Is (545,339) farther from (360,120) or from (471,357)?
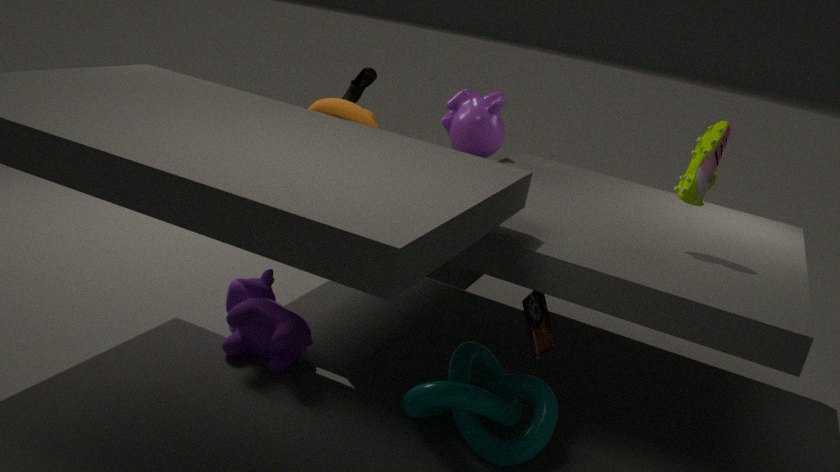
(360,120)
